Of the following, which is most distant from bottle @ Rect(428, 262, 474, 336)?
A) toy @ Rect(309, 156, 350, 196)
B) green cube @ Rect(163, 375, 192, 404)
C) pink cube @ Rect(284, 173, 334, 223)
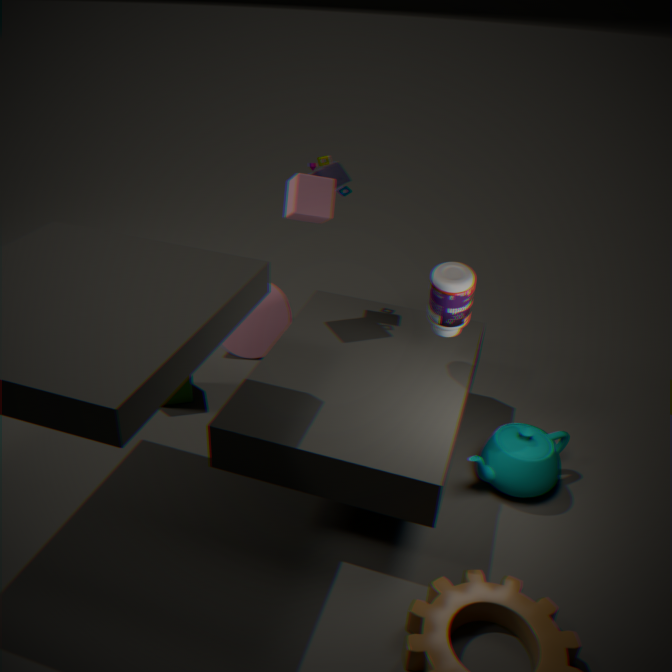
green cube @ Rect(163, 375, 192, 404)
